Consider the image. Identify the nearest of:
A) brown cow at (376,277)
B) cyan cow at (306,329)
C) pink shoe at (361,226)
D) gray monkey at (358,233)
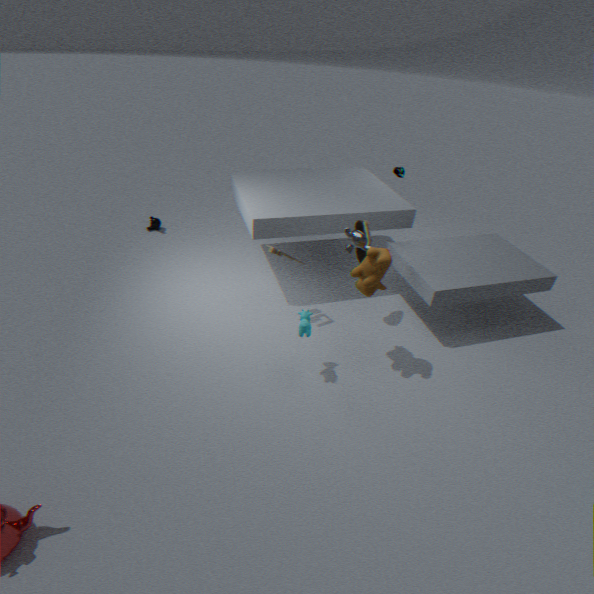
brown cow at (376,277)
